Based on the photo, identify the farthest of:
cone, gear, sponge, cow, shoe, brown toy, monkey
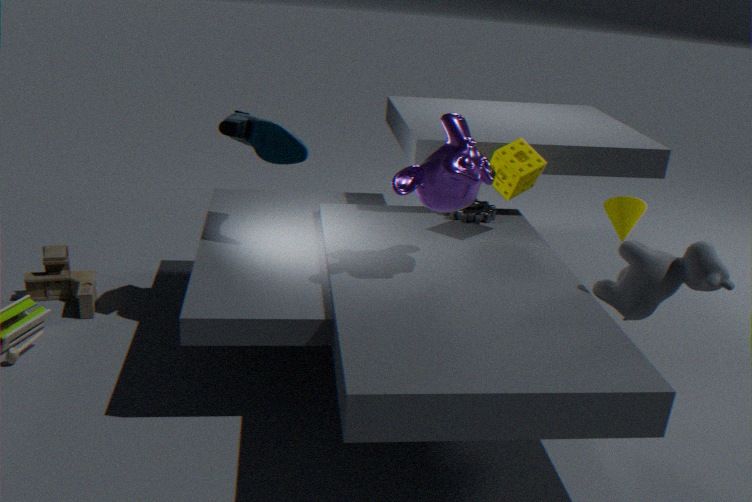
cone
